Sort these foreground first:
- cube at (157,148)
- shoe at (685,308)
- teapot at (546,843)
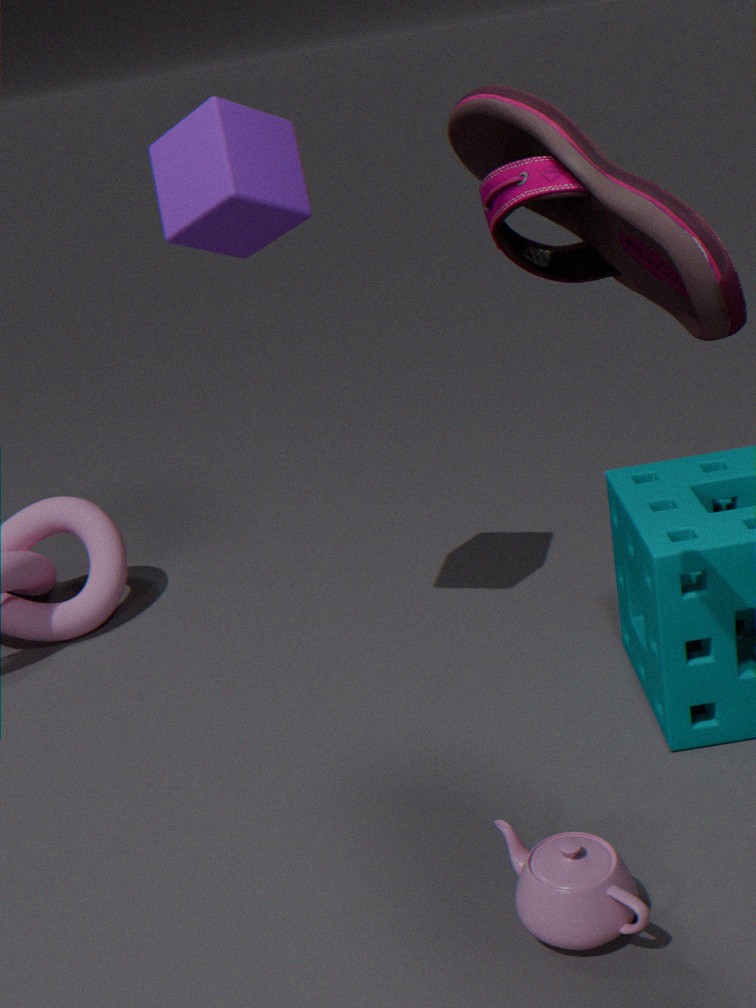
shoe at (685,308), teapot at (546,843), cube at (157,148)
